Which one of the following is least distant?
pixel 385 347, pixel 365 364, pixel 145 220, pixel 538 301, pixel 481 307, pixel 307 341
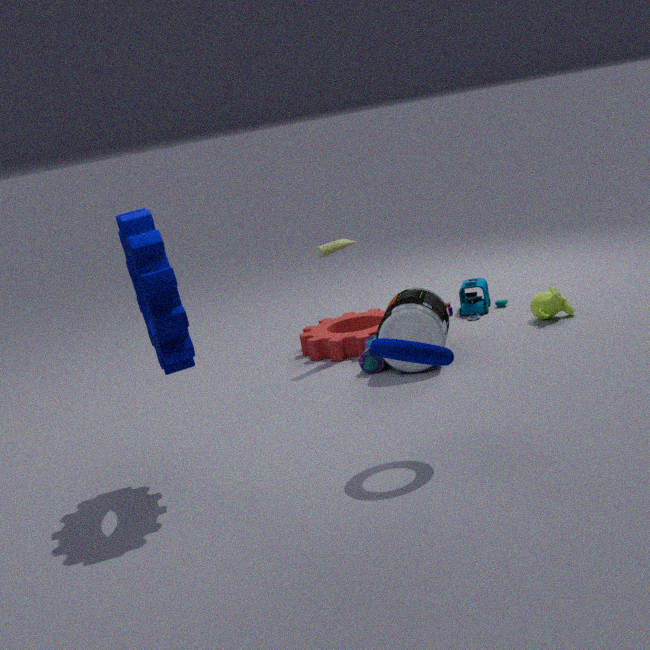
pixel 385 347
